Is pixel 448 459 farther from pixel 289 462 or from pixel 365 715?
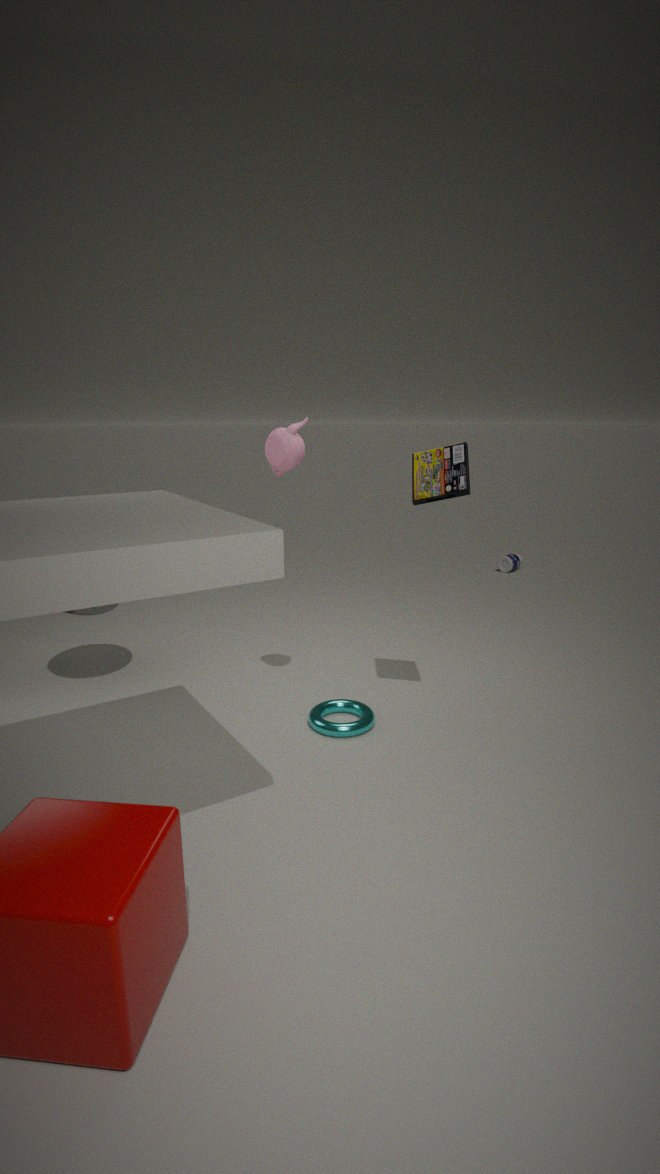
pixel 365 715
